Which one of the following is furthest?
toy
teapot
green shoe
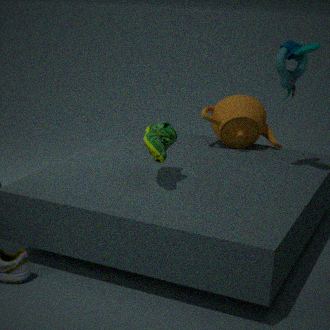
teapot
